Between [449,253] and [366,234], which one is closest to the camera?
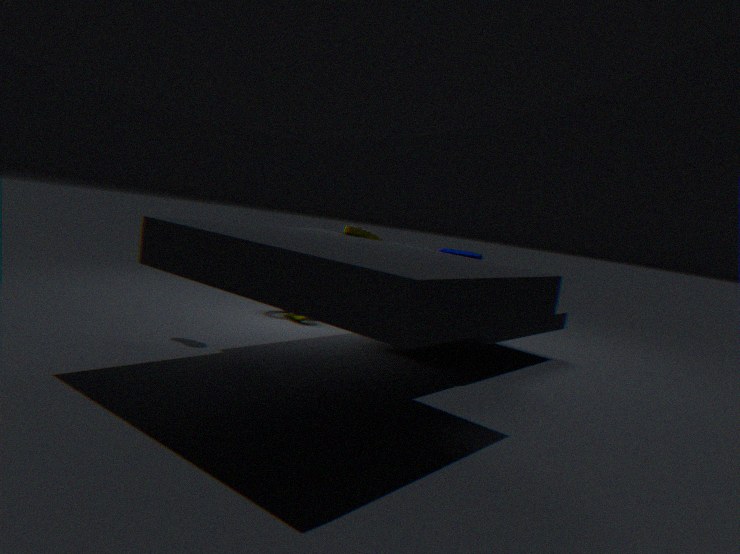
[366,234]
